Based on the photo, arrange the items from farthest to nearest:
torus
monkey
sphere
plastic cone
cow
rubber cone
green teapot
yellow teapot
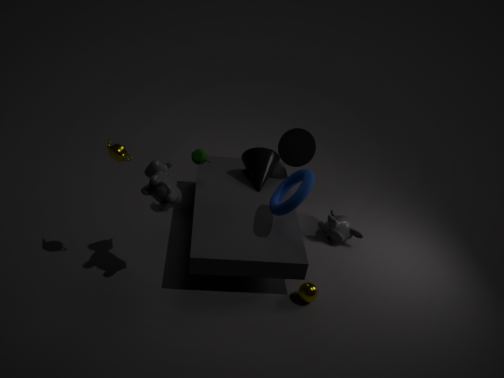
rubber cone
plastic cone
monkey
green teapot
sphere
torus
yellow teapot
cow
